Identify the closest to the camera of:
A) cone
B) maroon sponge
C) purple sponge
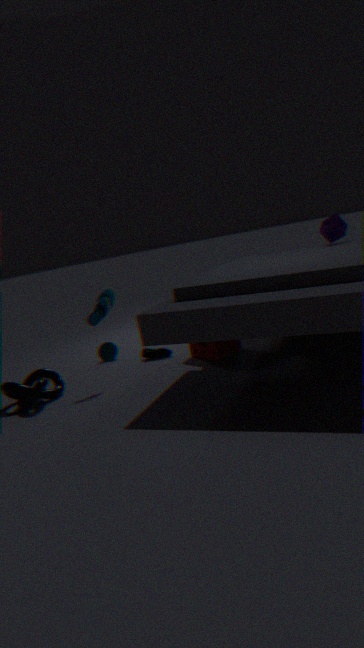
maroon sponge
